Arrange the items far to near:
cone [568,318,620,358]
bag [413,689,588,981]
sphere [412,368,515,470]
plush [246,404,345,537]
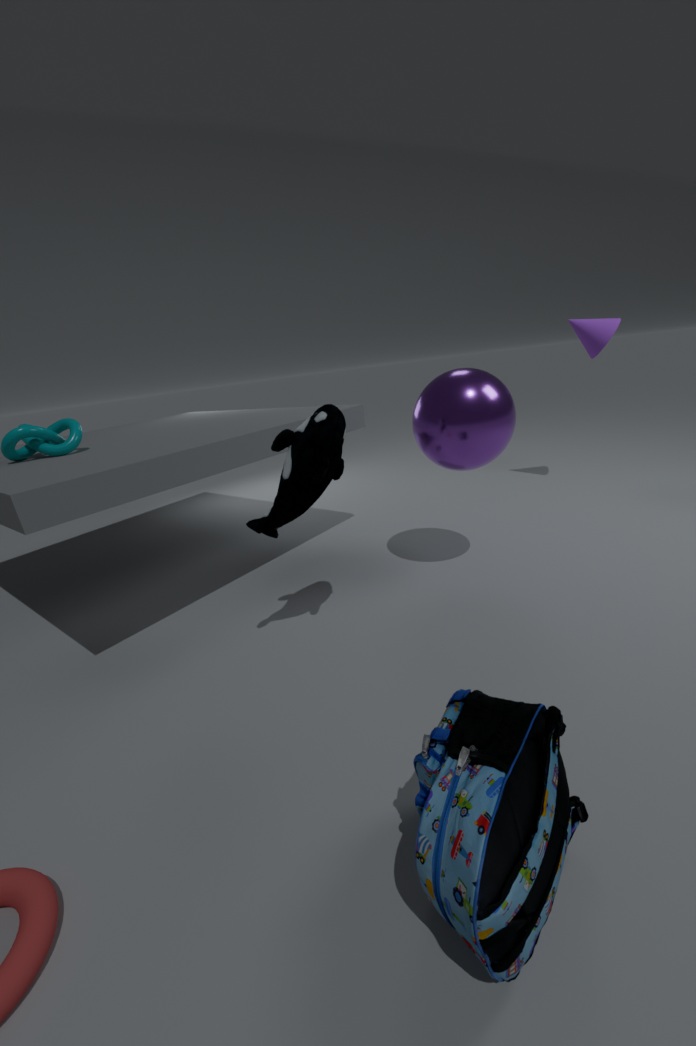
cone [568,318,620,358] < sphere [412,368,515,470] < plush [246,404,345,537] < bag [413,689,588,981]
